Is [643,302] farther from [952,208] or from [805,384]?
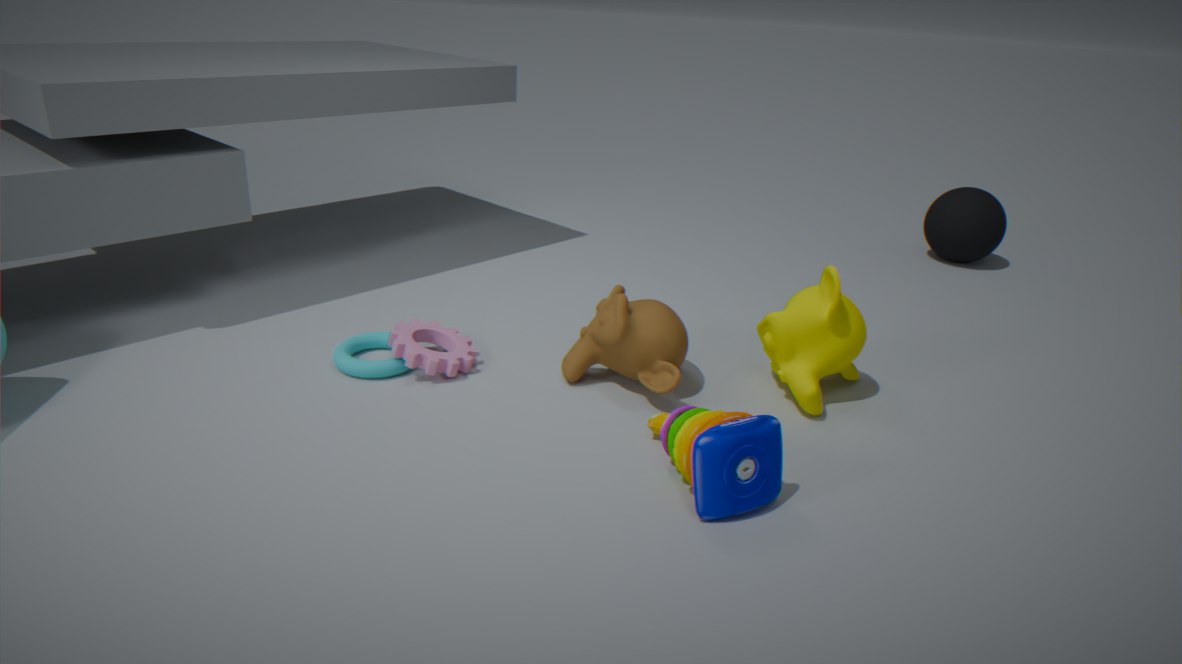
[952,208]
